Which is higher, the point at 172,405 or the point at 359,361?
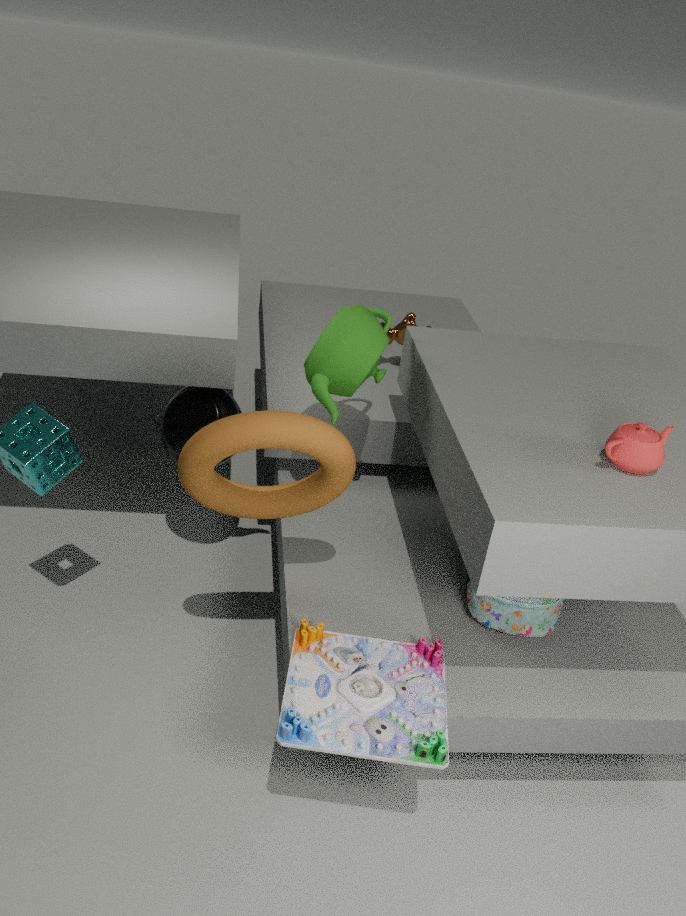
the point at 359,361
